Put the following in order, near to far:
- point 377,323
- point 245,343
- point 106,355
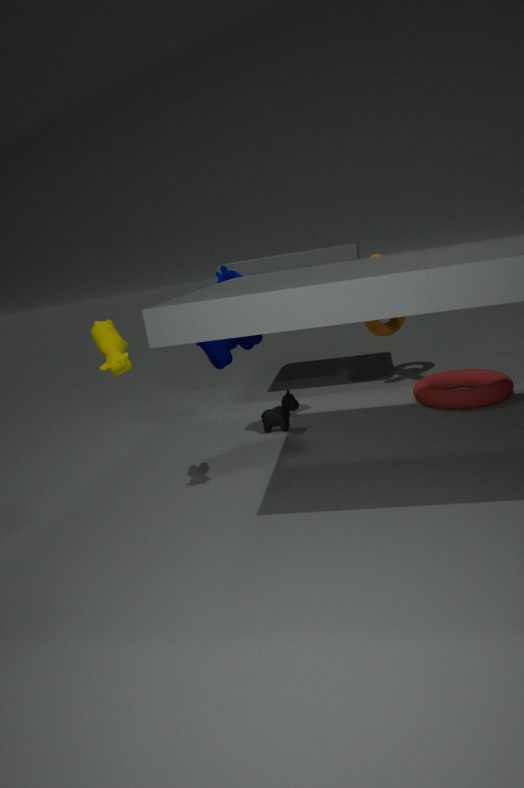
point 106,355, point 245,343, point 377,323
